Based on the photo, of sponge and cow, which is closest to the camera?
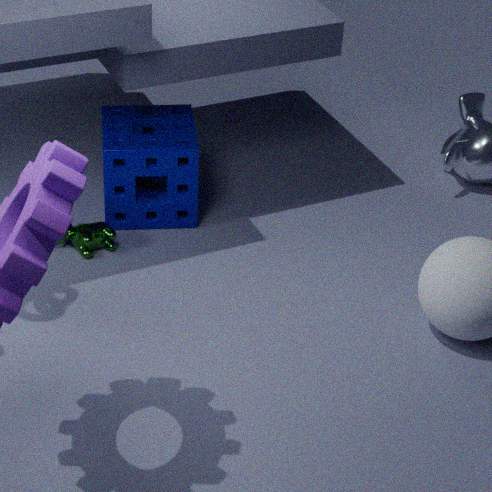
cow
